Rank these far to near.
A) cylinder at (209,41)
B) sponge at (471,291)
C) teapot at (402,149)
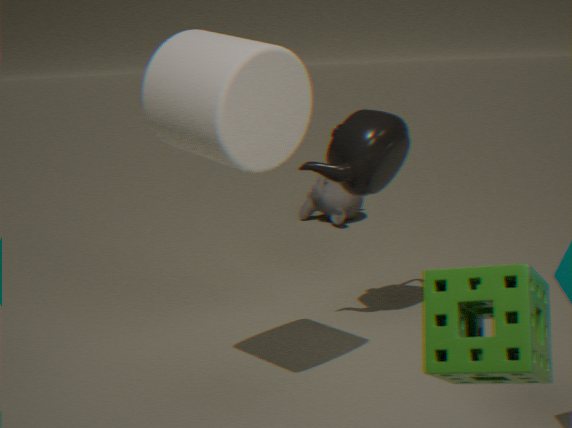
teapot at (402,149) → cylinder at (209,41) → sponge at (471,291)
